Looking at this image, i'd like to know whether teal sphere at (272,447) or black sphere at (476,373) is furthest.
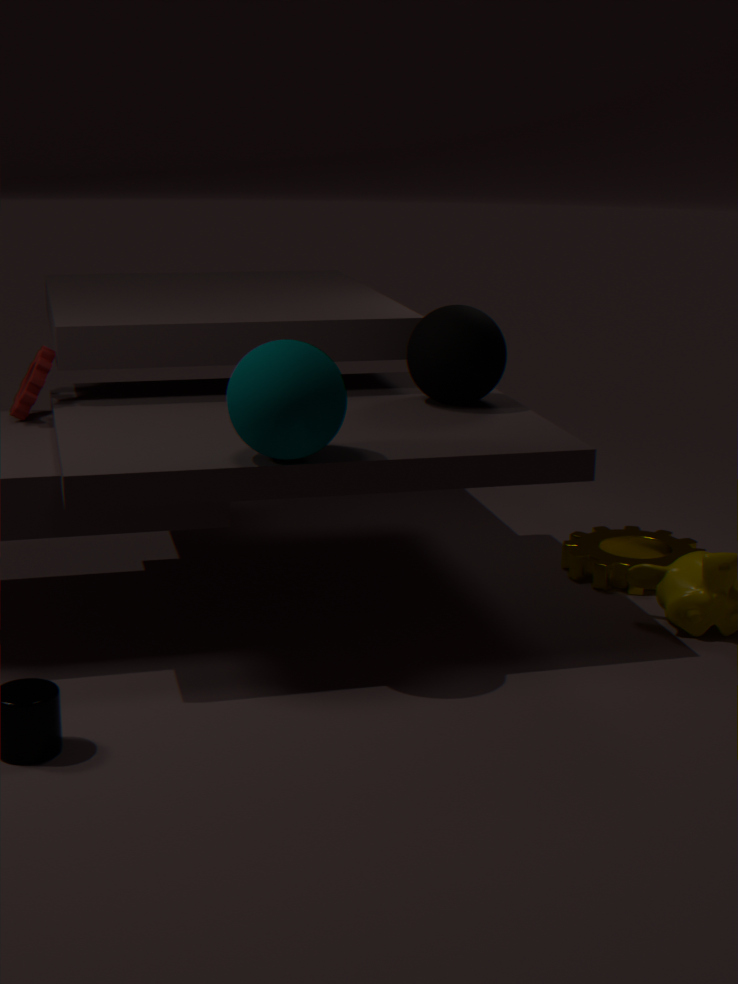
black sphere at (476,373)
